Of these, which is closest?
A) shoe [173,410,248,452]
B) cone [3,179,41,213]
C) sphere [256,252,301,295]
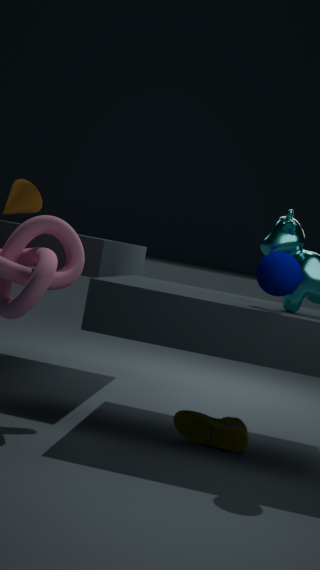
sphere [256,252,301,295]
